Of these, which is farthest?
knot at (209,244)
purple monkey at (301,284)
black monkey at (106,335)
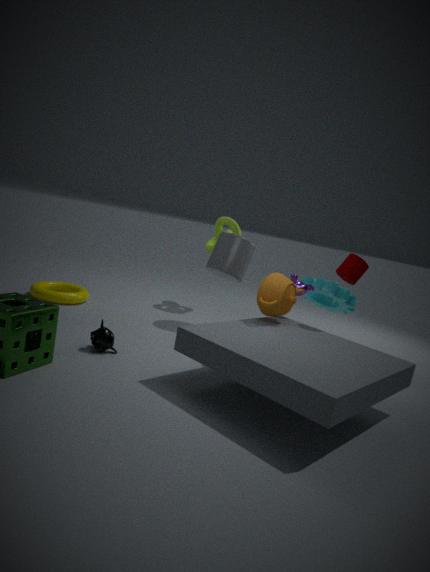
knot at (209,244)
